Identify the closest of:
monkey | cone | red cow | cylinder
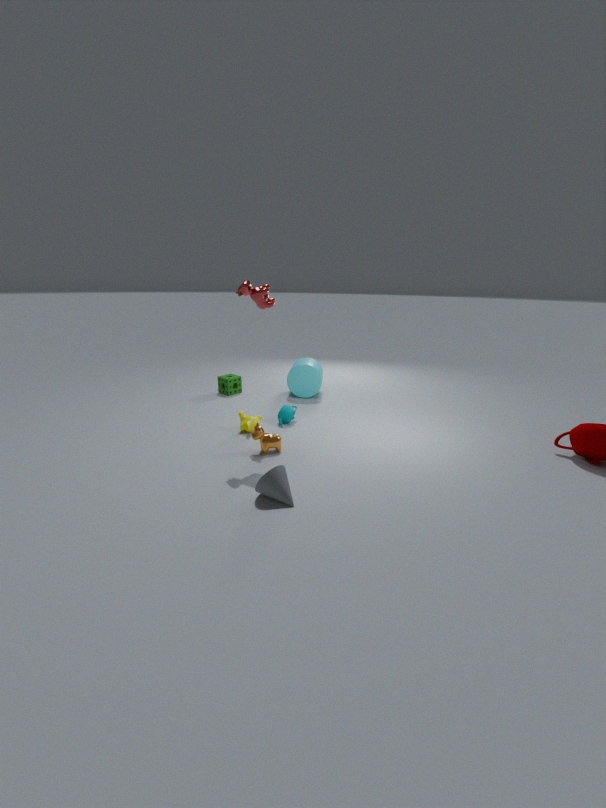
cone
